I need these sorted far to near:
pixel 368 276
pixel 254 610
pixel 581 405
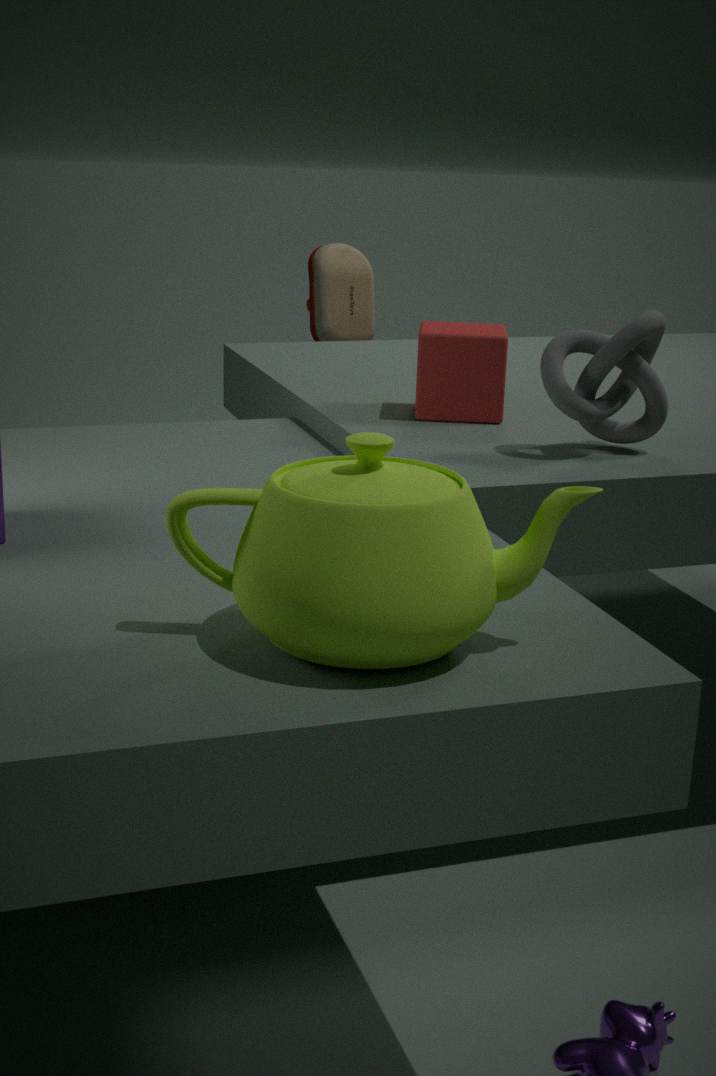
pixel 368 276, pixel 581 405, pixel 254 610
